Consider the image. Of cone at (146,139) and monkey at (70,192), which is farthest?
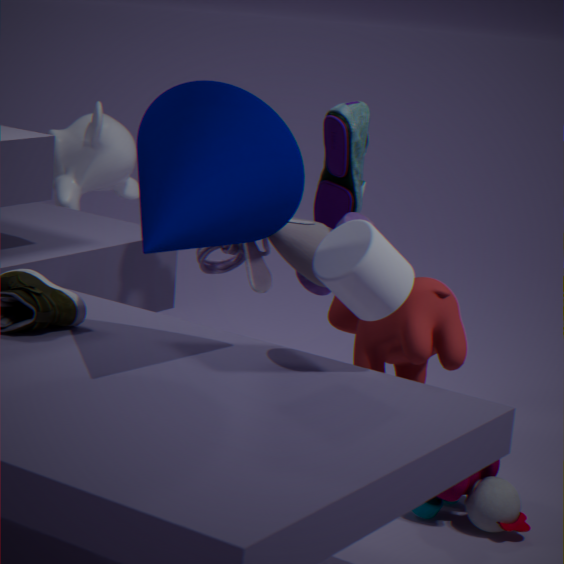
monkey at (70,192)
